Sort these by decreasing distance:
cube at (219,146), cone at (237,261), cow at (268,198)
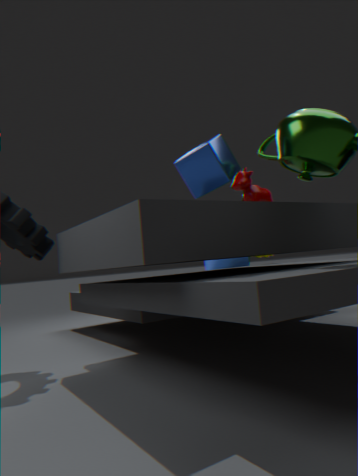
cone at (237,261)
cow at (268,198)
cube at (219,146)
